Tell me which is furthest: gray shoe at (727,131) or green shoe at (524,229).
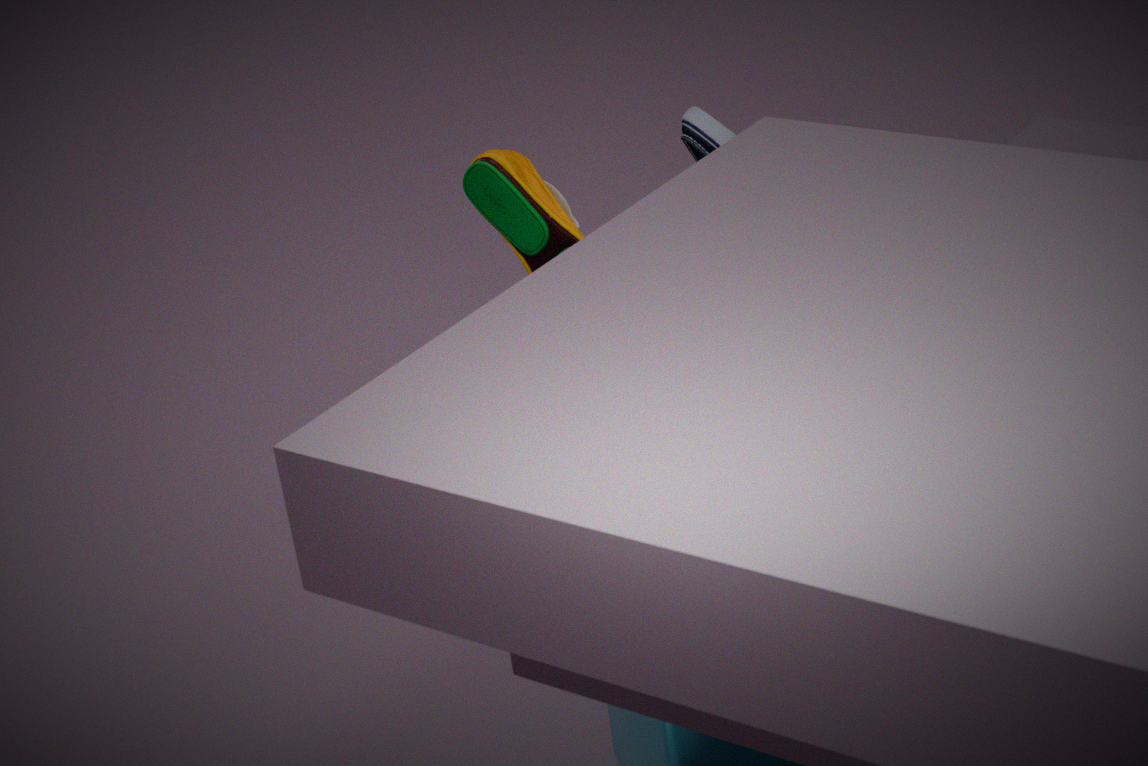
gray shoe at (727,131)
